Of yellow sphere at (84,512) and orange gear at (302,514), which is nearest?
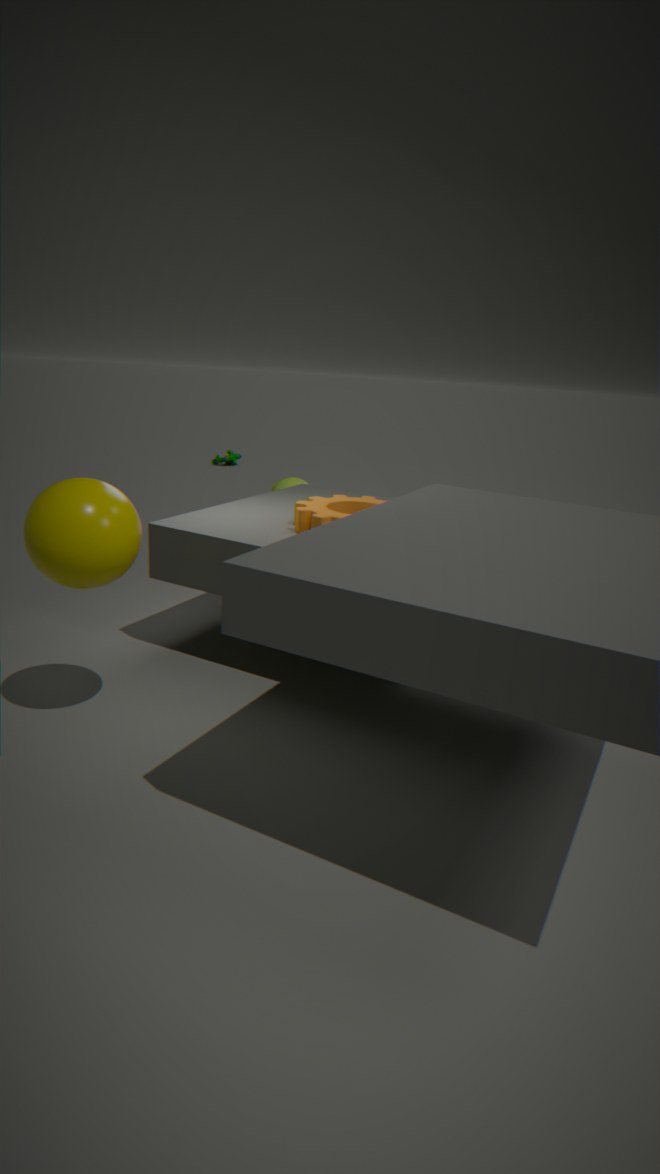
yellow sphere at (84,512)
